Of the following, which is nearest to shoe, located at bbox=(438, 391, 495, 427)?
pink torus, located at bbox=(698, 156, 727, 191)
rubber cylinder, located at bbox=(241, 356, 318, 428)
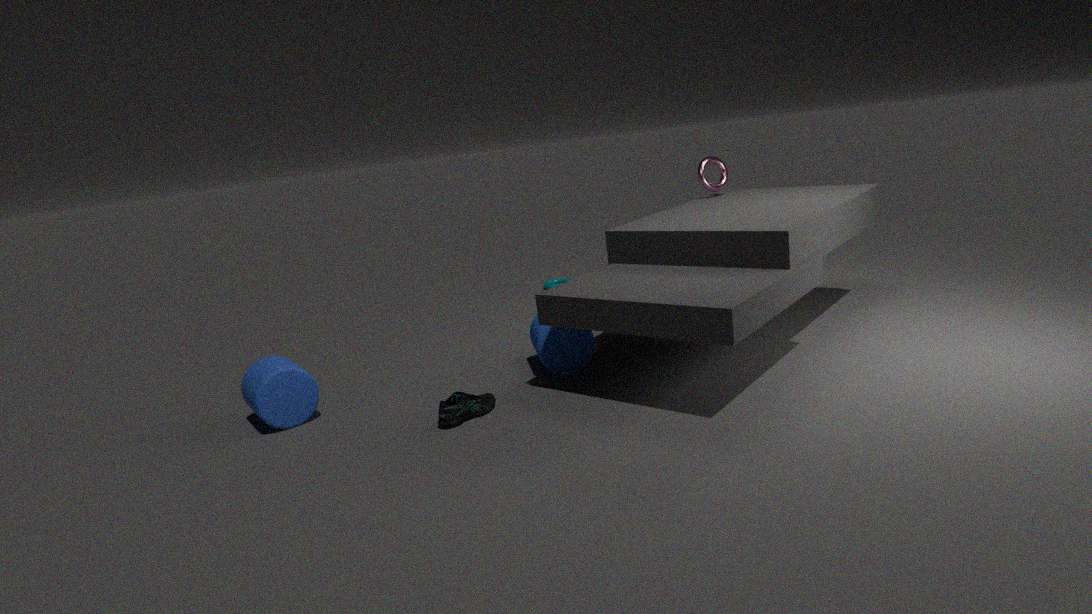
rubber cylinder, located at bbox=(241, 356, 318, 428)
